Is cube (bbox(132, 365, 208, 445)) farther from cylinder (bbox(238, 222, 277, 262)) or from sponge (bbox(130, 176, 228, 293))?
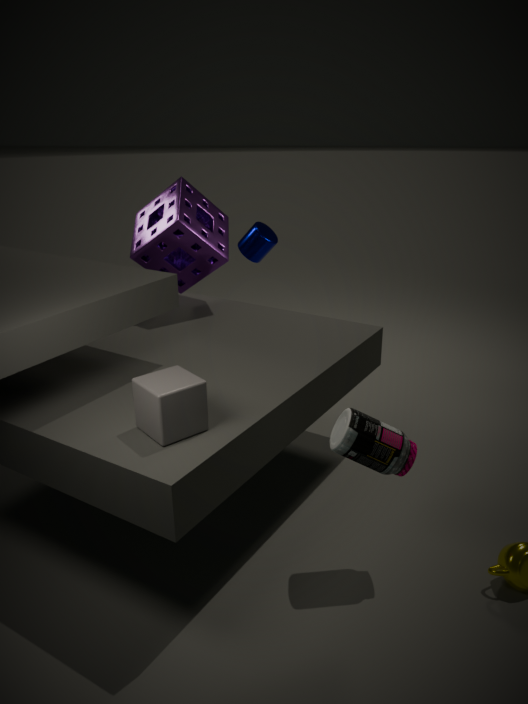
cylinder (bbox(238, 222, 277, 262))
